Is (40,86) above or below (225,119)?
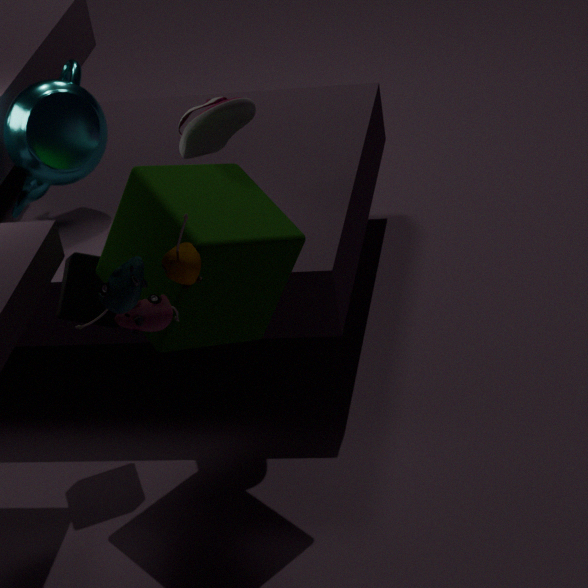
below
